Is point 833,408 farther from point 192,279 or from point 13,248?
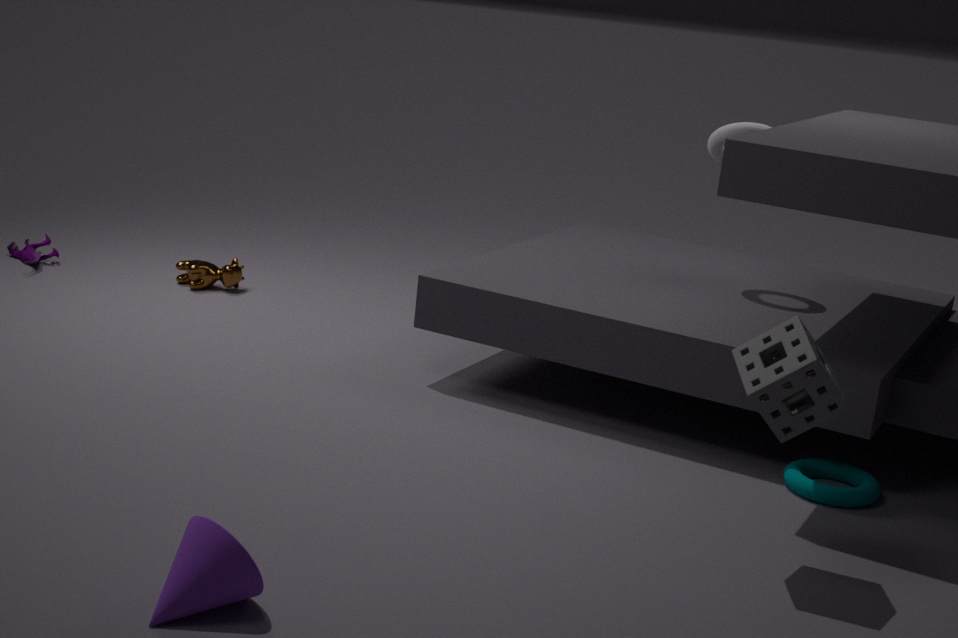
point 13,248
